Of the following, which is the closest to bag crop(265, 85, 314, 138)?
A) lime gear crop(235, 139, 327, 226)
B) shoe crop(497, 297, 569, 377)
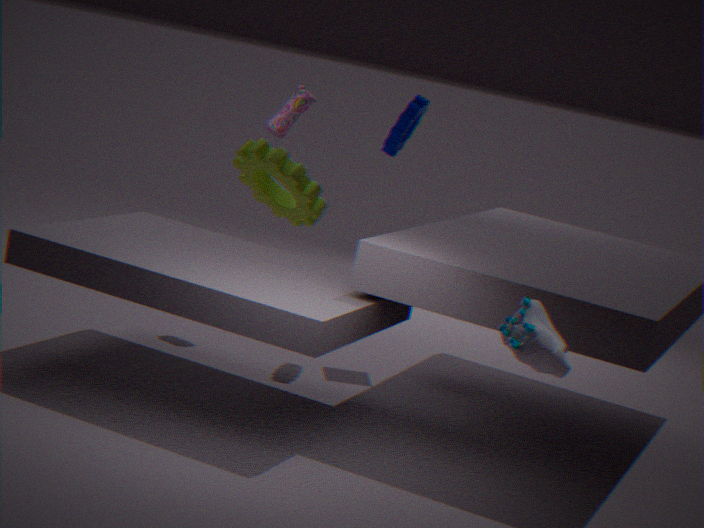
lime gear crop(235, 139, 327, 226)
